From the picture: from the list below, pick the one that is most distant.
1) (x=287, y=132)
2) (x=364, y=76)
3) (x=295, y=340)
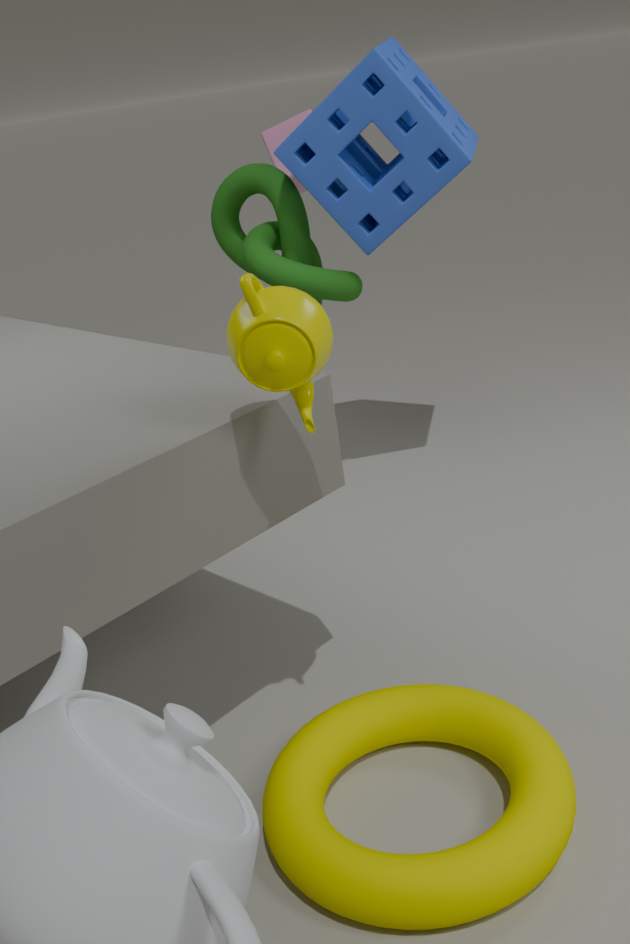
1. (x=287, y=132)
